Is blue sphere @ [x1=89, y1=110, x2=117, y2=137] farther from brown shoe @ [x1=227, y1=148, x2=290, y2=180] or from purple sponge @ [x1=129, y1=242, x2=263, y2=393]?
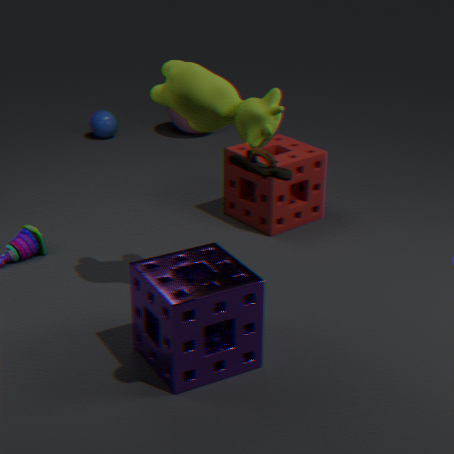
brown shoe @ [x1=227, y1=148, x2=290, y2=180]
